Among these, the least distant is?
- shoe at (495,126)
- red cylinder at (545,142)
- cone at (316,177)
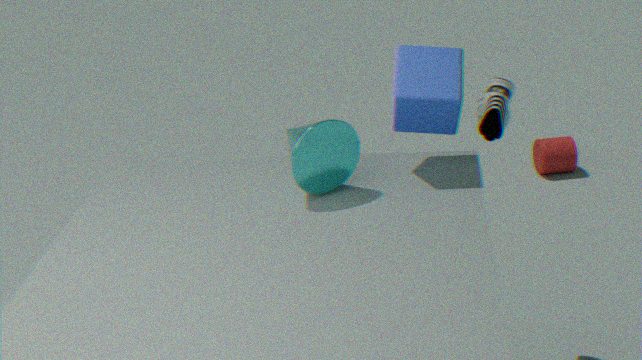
cone at (316,177)
